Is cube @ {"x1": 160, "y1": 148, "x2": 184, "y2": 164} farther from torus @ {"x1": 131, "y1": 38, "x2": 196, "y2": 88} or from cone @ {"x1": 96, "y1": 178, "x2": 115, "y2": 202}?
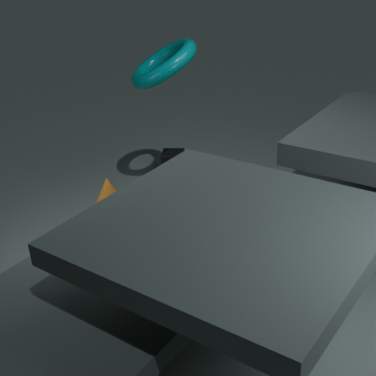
cone @ {"x1": 96, "y1": 178, "x2": 115, "y2": 202}
